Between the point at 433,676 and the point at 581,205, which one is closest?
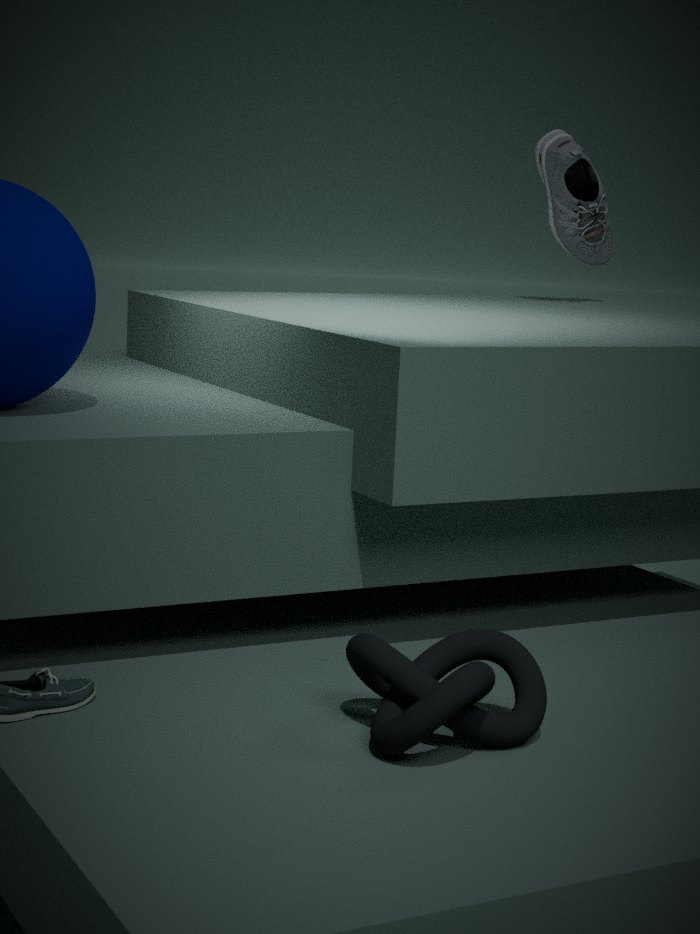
the point at 433,676
